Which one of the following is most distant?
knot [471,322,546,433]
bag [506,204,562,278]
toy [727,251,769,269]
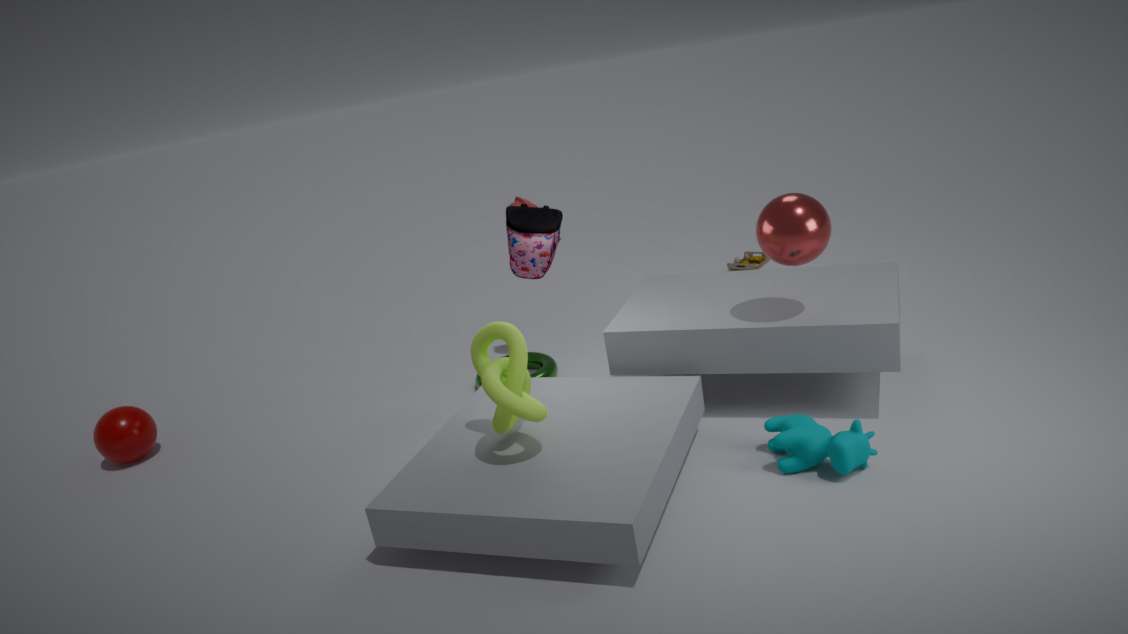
toy [727,251,769,269]
